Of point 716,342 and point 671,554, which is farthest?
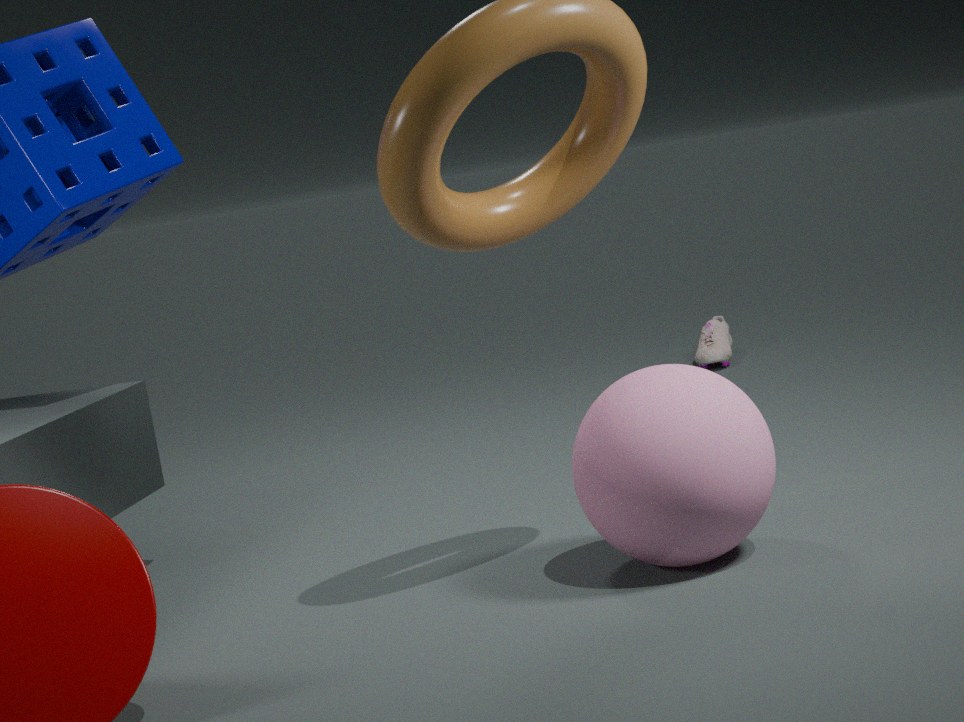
point 716,342
